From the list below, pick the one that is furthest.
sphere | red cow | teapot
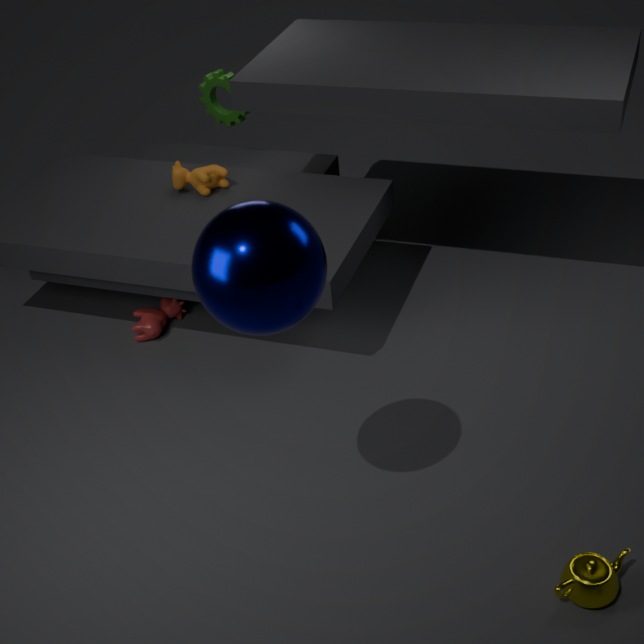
red cow
